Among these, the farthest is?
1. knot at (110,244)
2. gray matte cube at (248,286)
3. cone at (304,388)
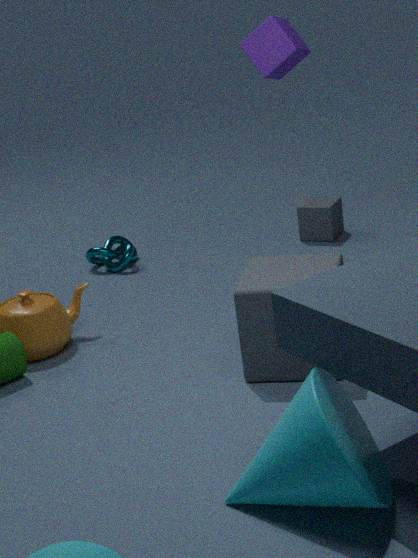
knot at (110,244)
